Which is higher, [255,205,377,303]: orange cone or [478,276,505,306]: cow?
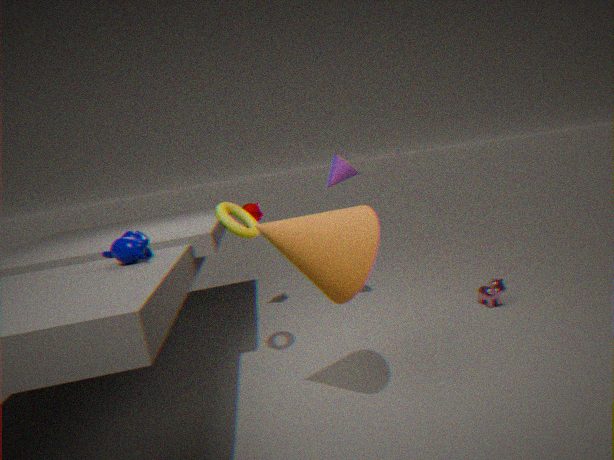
[255,205,377,303]: orange cone
